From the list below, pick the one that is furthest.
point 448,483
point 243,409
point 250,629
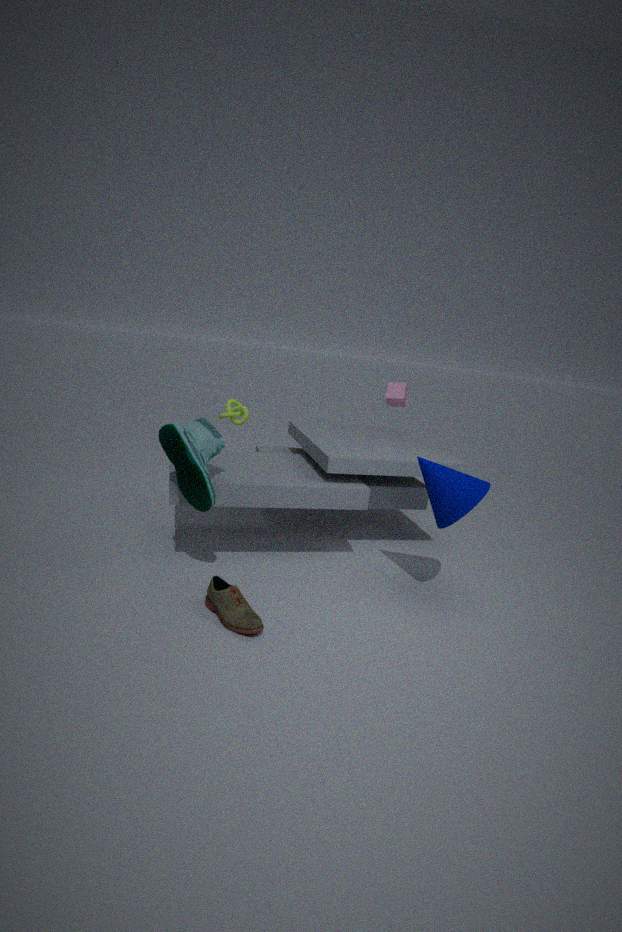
point 243,409
